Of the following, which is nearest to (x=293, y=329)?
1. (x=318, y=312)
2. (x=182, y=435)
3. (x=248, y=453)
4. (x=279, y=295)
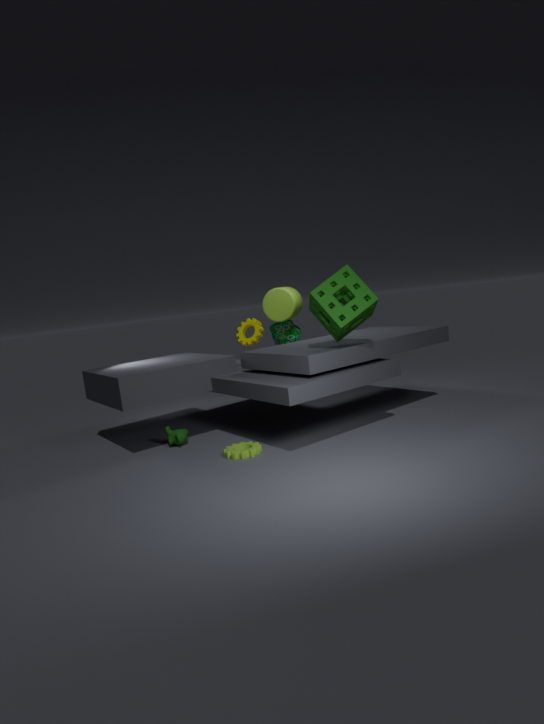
(x=279, y=295)
